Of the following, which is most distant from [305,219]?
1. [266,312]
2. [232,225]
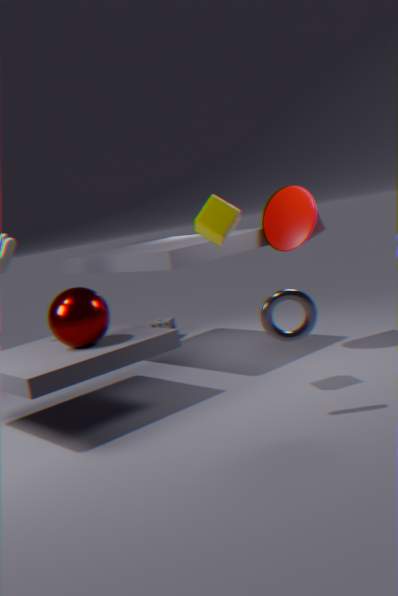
[266,312]
